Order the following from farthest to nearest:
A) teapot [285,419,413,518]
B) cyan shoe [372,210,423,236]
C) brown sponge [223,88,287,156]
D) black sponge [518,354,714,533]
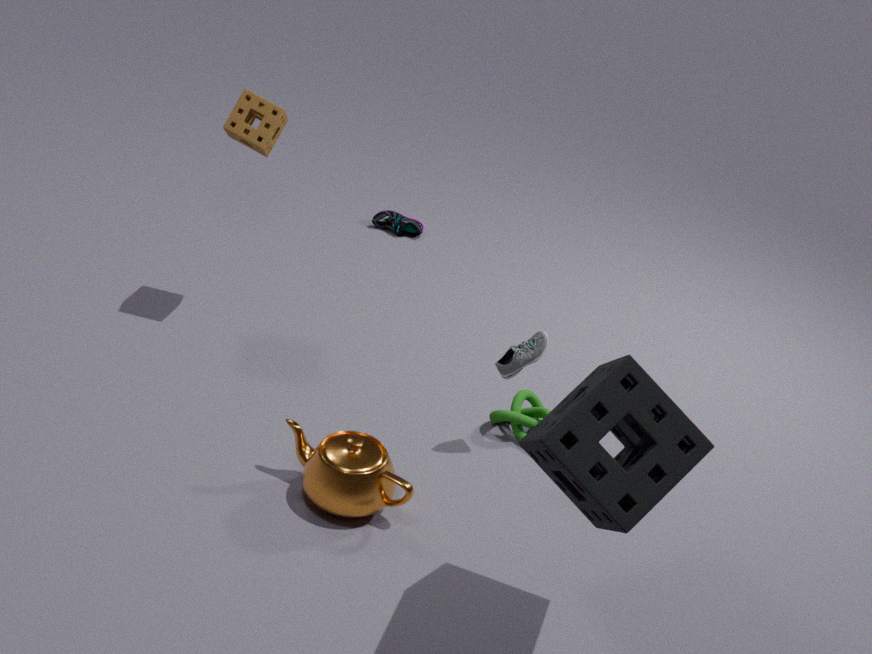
cyan shoe [372,210,423,236]
brown sponge [223,88,287,156]
teapot [285,419,413,518]
black sponge [518,354,714,533]
